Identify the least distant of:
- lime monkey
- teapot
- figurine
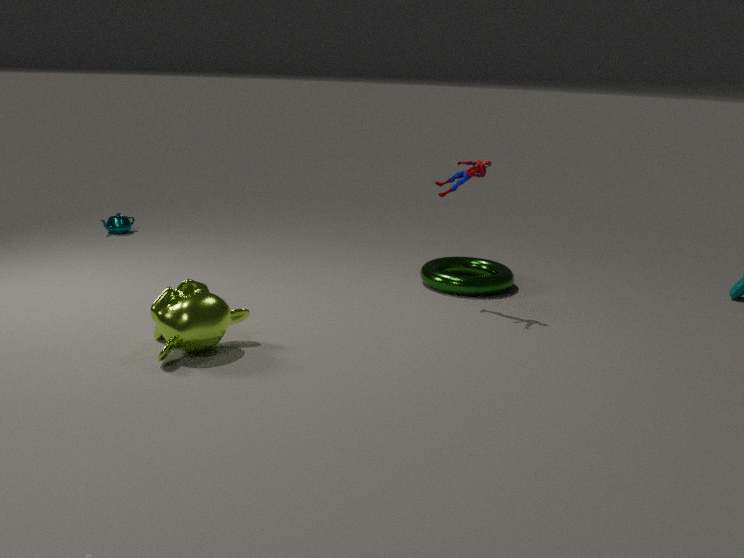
lime monkey
